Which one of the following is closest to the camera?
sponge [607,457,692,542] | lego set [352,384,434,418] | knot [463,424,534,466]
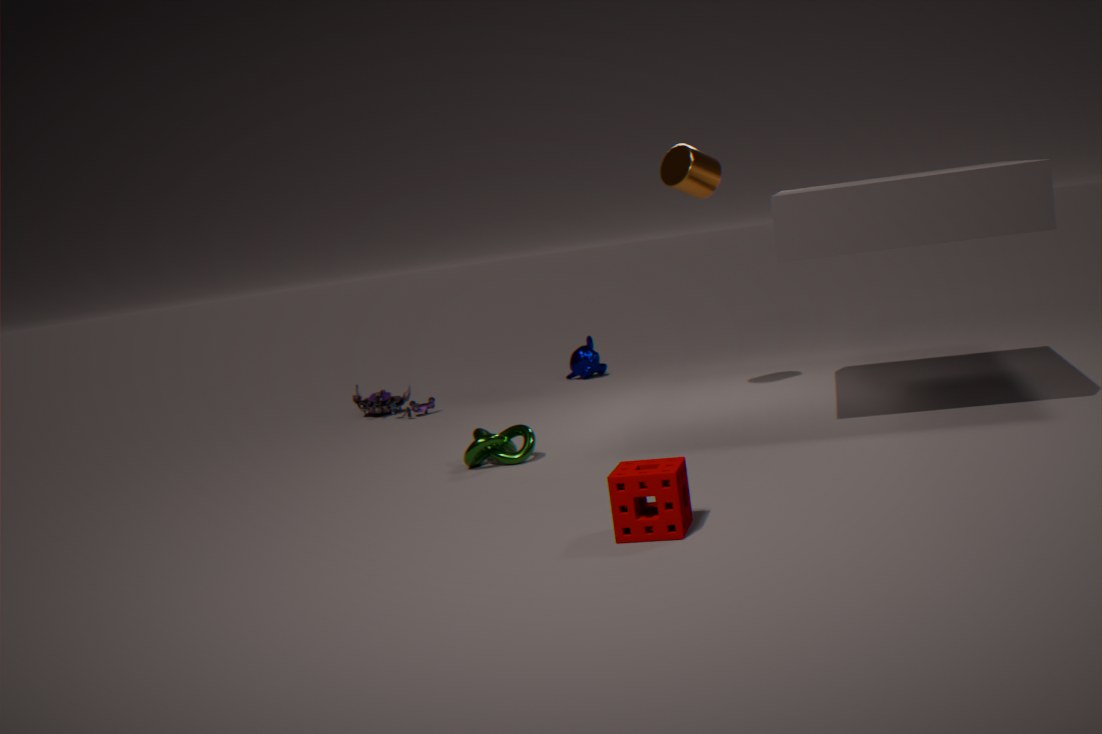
sponge [607,457,692,542]
